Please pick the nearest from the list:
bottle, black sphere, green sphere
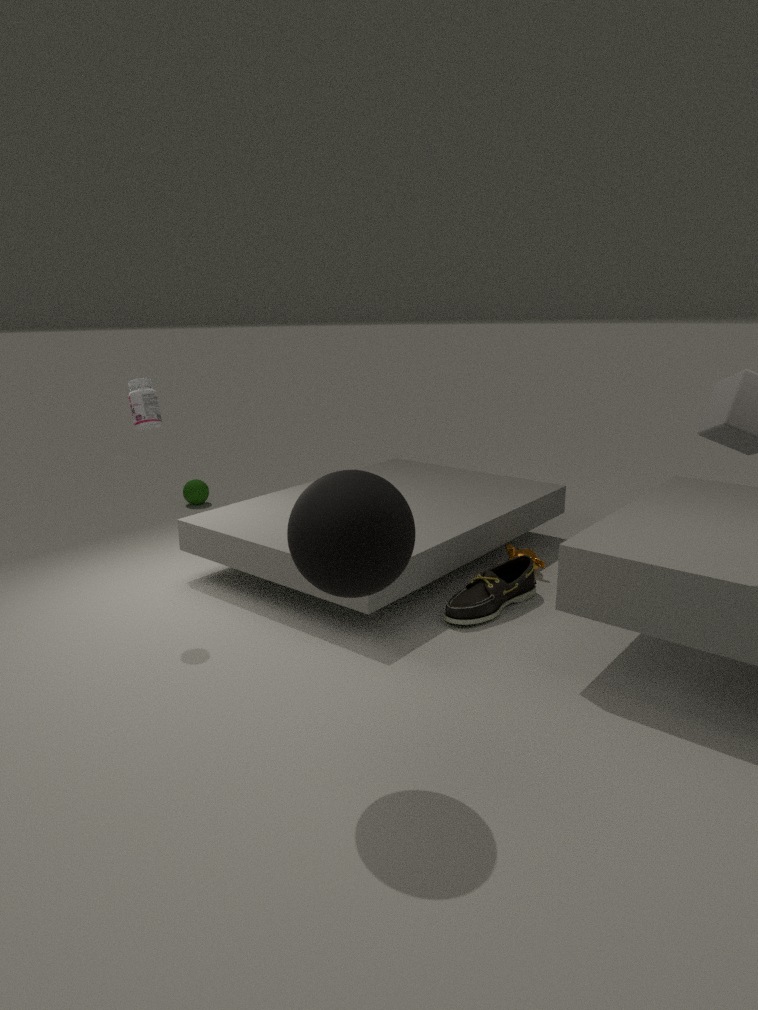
black sphere
